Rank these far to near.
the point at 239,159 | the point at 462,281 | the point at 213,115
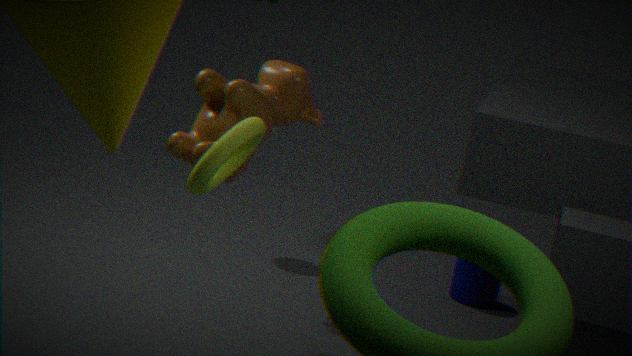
the point at 462,281 → the point at 213,115 → the point at 239,159
